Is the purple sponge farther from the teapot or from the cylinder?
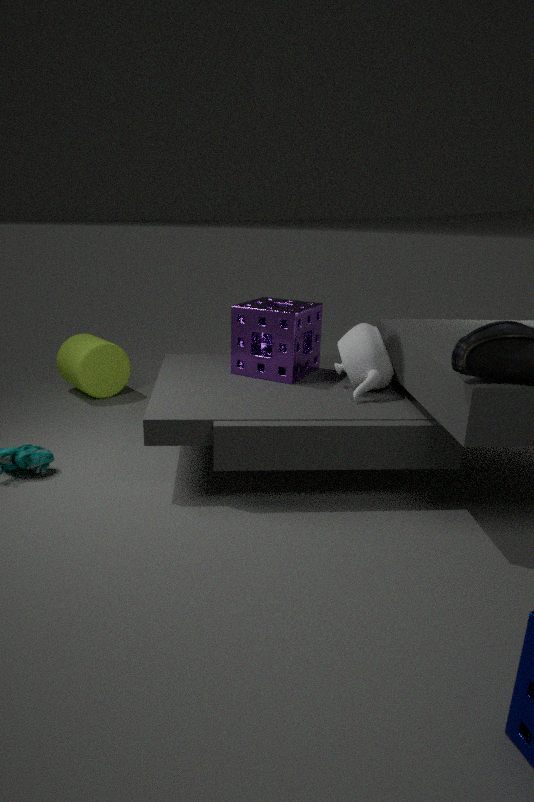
the cylinder
